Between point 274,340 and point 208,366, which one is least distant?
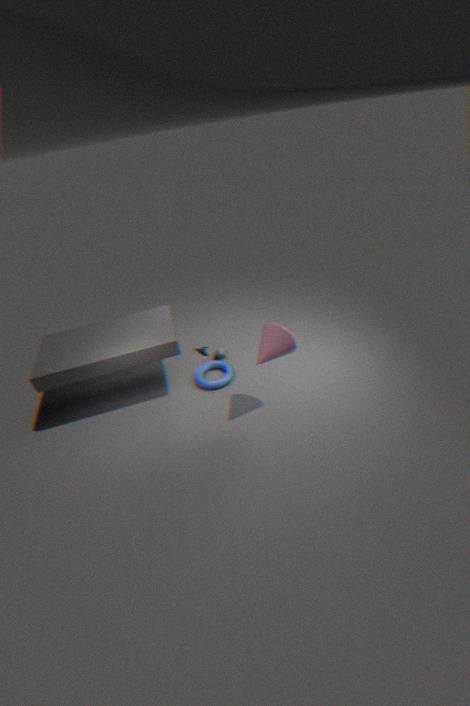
point 274,340
